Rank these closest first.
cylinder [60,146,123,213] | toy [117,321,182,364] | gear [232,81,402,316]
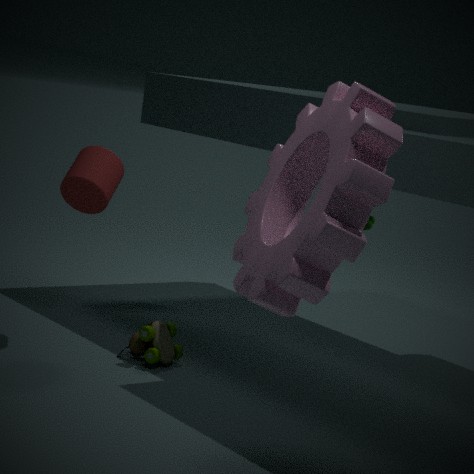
1. gear [232,81,402,316]
2. cylinder [60,146,123,213]
3. toy [117,321,182,364]
